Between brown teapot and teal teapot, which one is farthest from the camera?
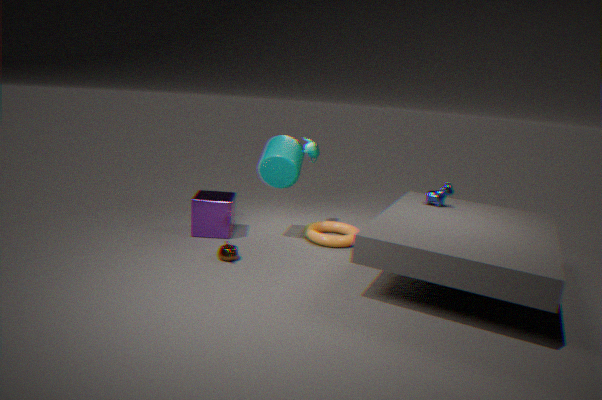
teal teapot
